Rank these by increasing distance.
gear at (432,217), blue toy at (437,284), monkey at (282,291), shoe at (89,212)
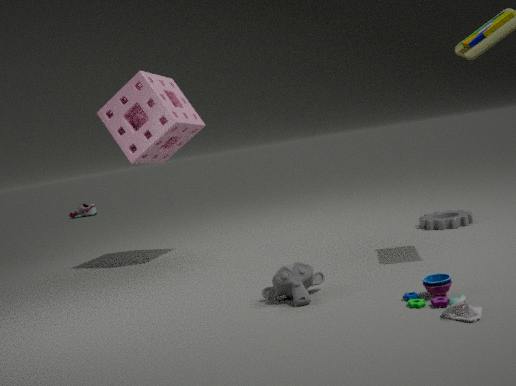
blue toy at (437,284)
monkey at (282,291)
gear at (432,217)
shoe at (89,212)
